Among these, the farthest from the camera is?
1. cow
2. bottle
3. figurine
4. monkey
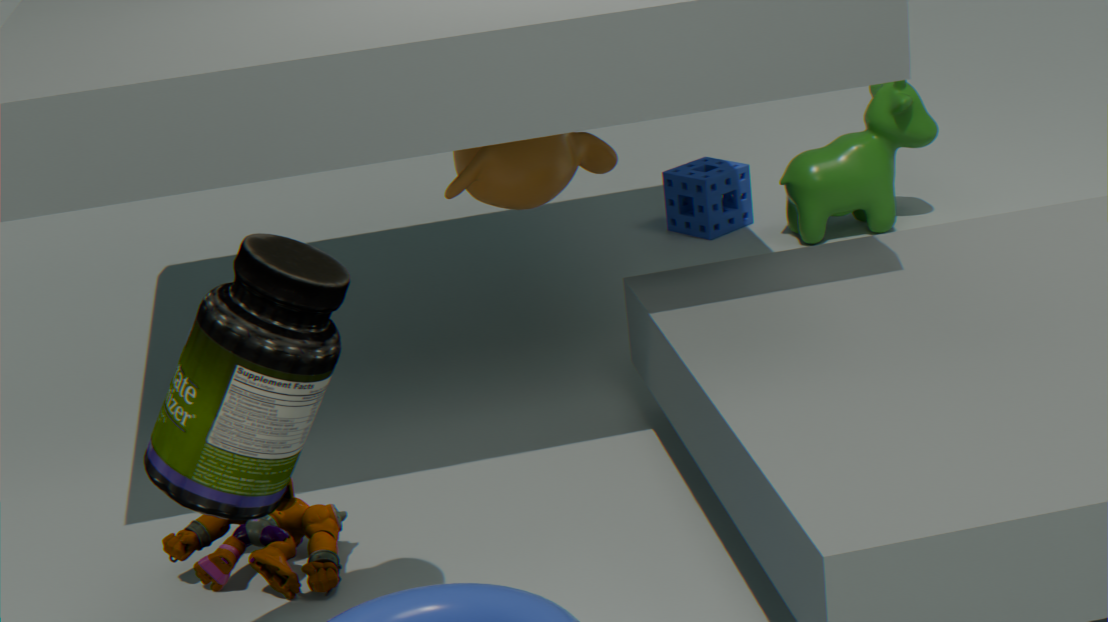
cow
